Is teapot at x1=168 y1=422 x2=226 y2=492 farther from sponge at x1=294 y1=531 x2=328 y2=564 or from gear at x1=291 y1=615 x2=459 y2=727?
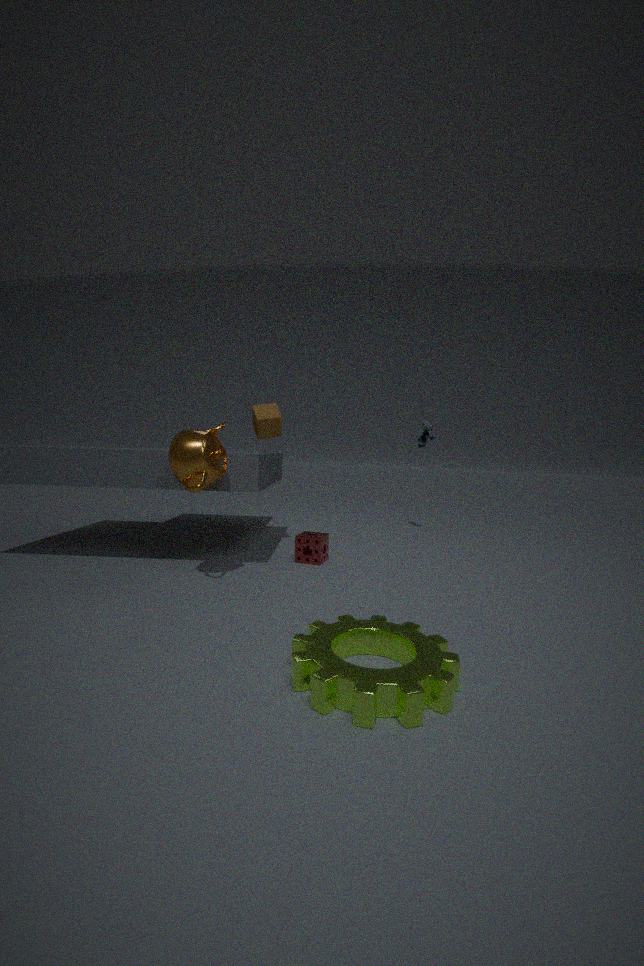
gear at x1=291 y1=615 x2=459 y2=727
